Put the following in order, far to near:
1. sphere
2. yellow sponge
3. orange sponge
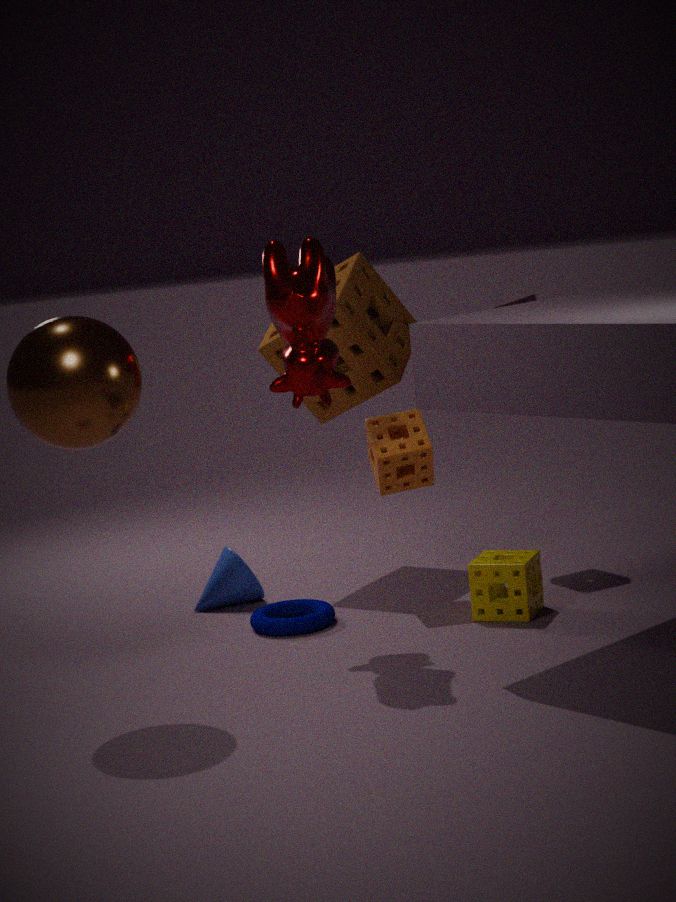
orange sponge < yellow sponge < sphere
